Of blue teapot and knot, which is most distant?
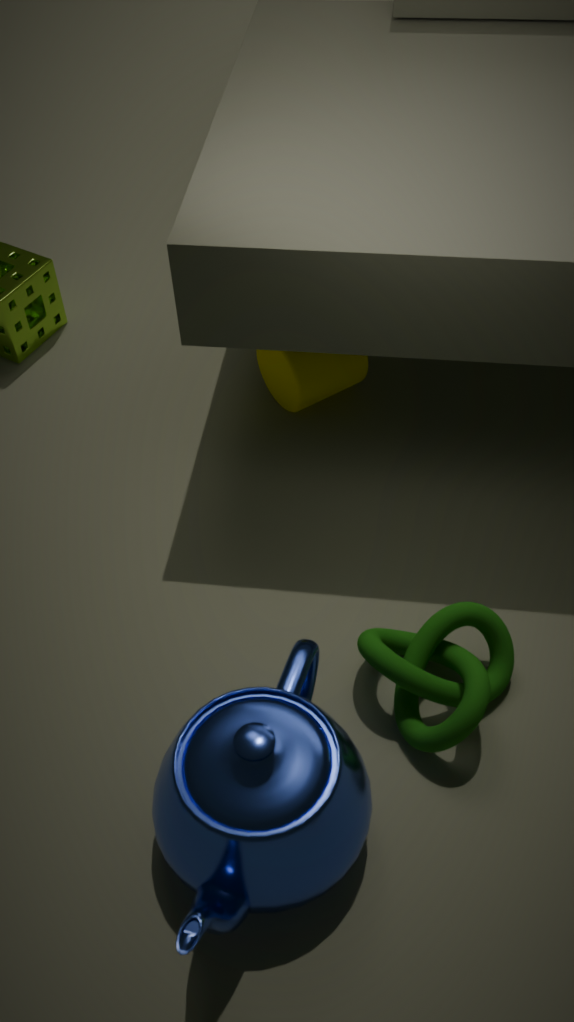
knot
